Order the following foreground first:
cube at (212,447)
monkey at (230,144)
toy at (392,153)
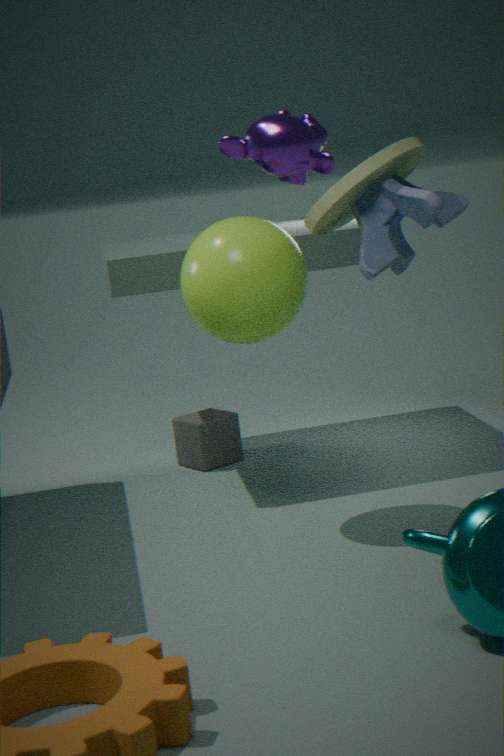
1. monkey at (230,144)
2. toy at (392,153)
3. cube at (212,447)
